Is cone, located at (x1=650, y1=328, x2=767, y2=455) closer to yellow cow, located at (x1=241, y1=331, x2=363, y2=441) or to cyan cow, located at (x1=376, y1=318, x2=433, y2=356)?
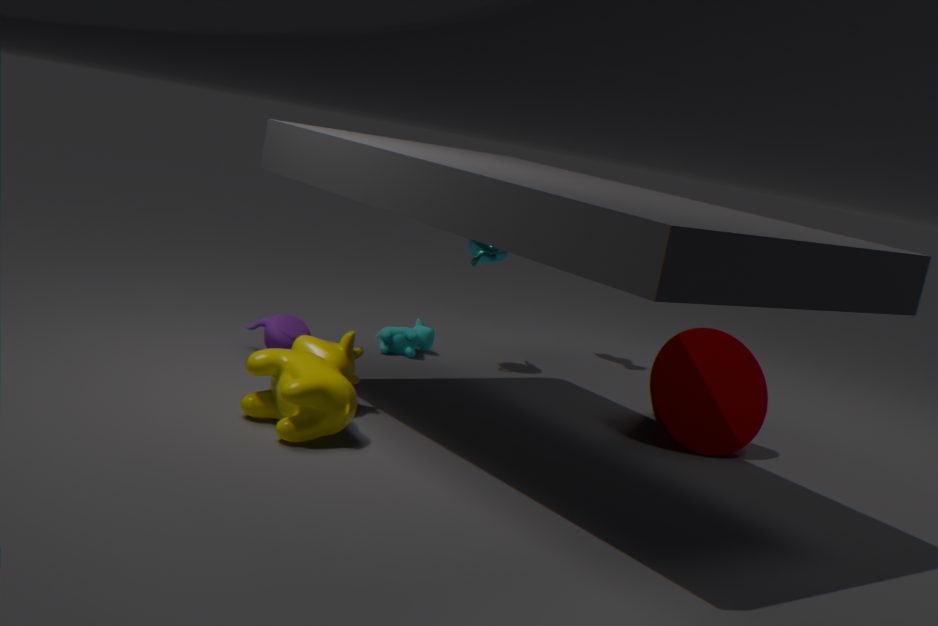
cyan cow, located at (x1=376, y1=318, x2=433, y2=356)
